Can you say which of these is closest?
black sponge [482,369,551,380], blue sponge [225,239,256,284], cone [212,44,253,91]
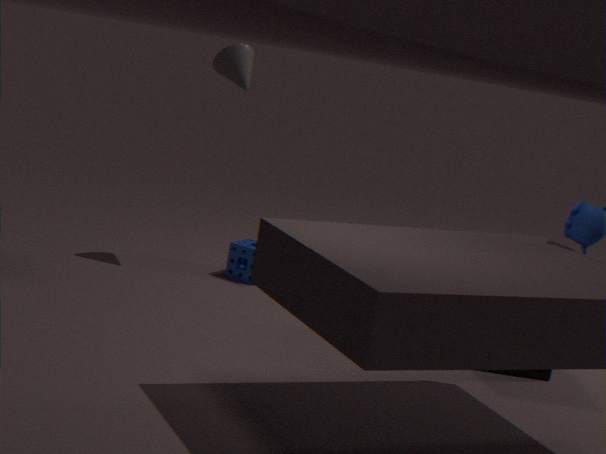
black sponge [482,369,551,380]
